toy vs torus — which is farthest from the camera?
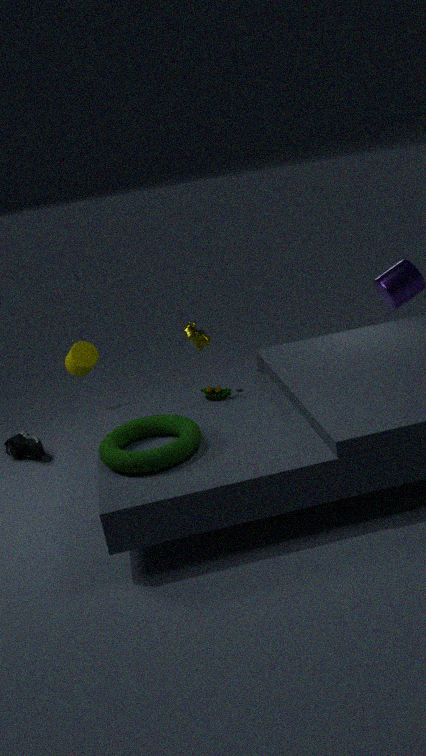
toy
